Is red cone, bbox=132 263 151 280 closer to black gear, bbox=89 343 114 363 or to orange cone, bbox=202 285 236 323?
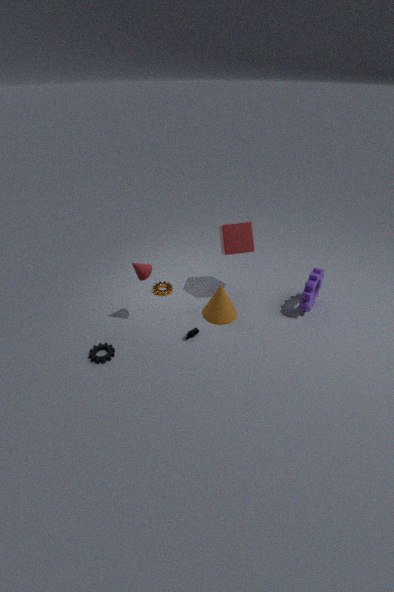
black gear, bbox=89 343 114 363
